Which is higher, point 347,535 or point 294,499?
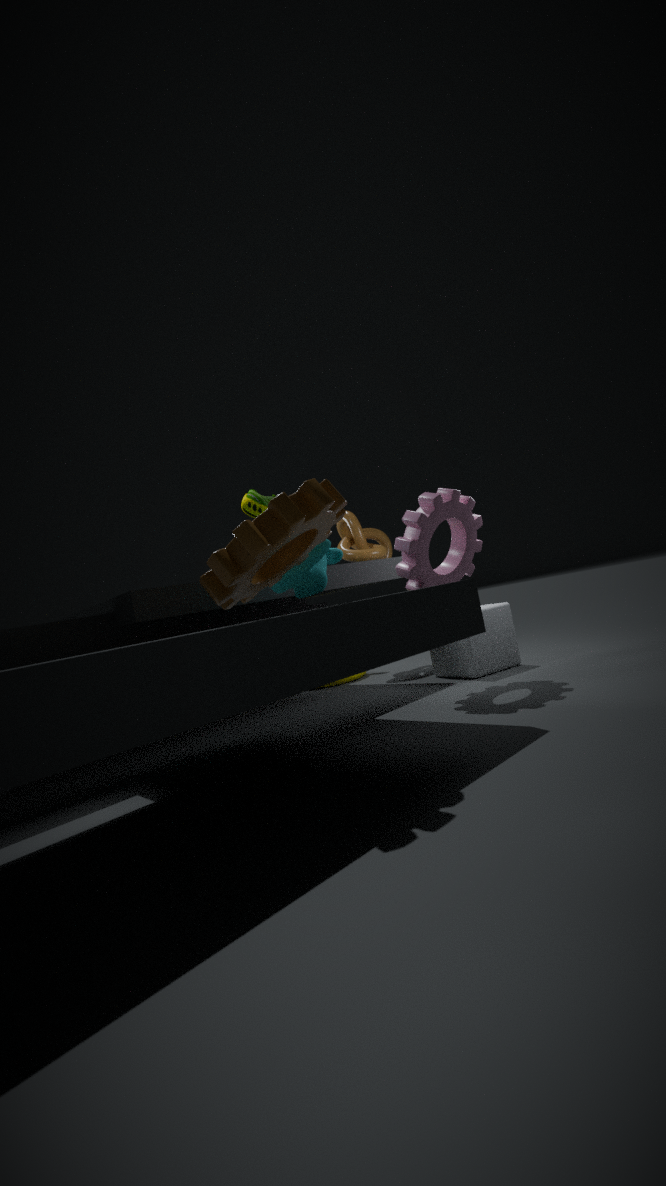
point 347,535
